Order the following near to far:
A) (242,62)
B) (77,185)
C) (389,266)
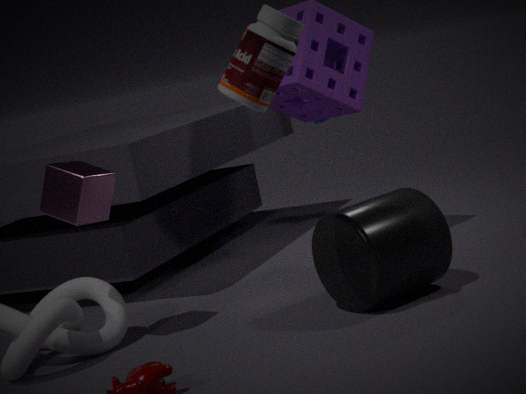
(242,62), (389,266), (77,185)
